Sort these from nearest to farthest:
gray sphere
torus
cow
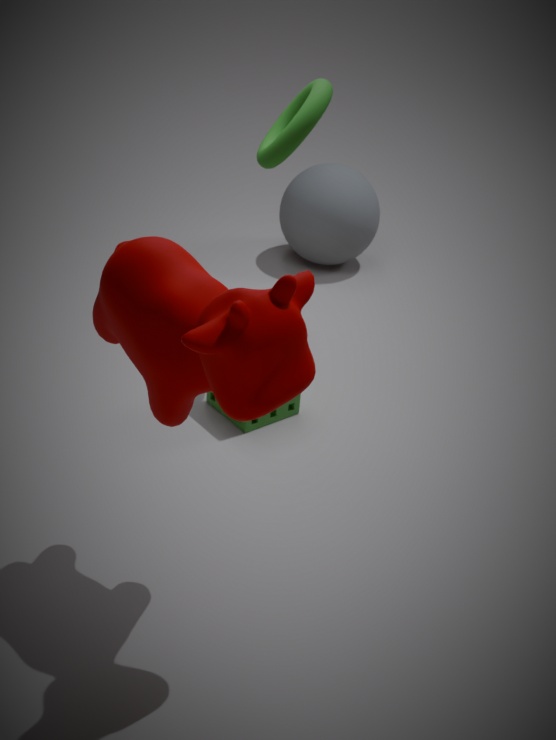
1. cow
2. torus
3. gray sphere
